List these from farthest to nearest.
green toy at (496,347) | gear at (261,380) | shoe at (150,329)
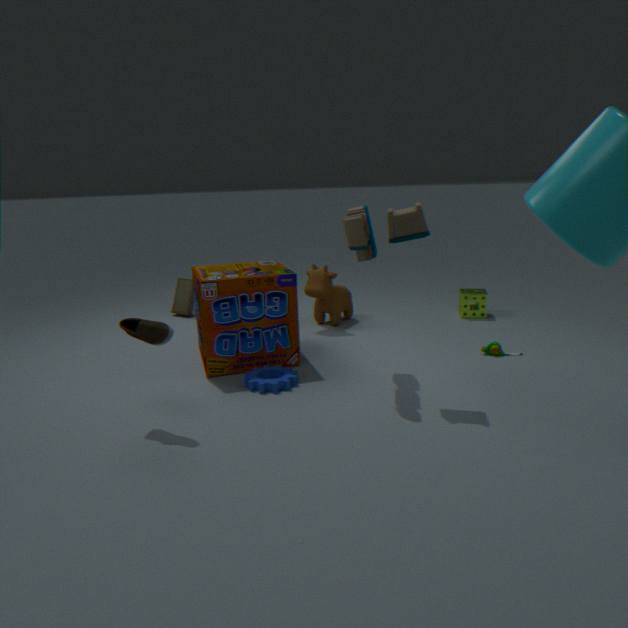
green toy at (496,347) < gear at (261,380) < shoe at (150,329)
